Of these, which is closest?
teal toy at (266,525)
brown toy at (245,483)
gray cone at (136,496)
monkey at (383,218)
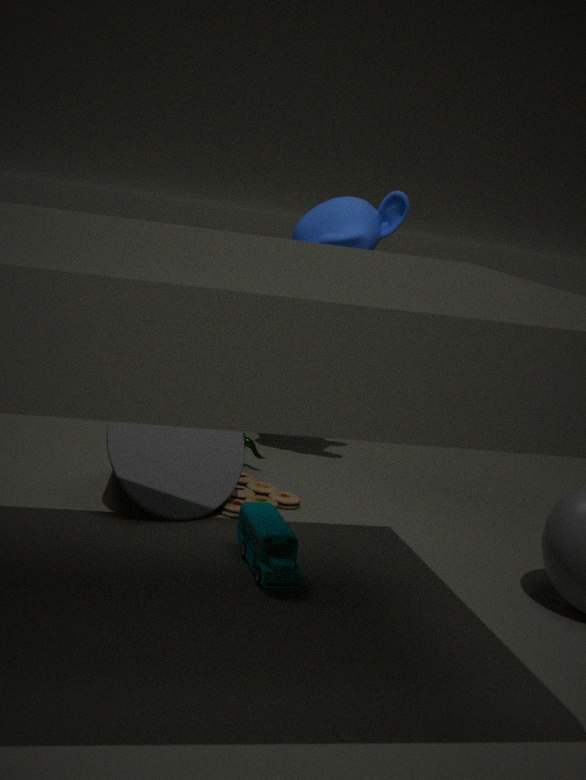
teal toy at (266,525)
